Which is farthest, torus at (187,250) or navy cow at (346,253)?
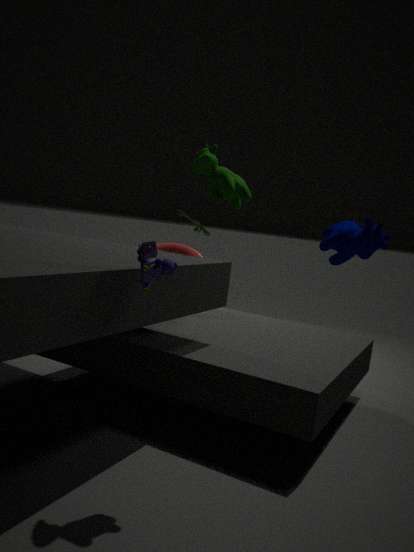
torus at (187,250)
